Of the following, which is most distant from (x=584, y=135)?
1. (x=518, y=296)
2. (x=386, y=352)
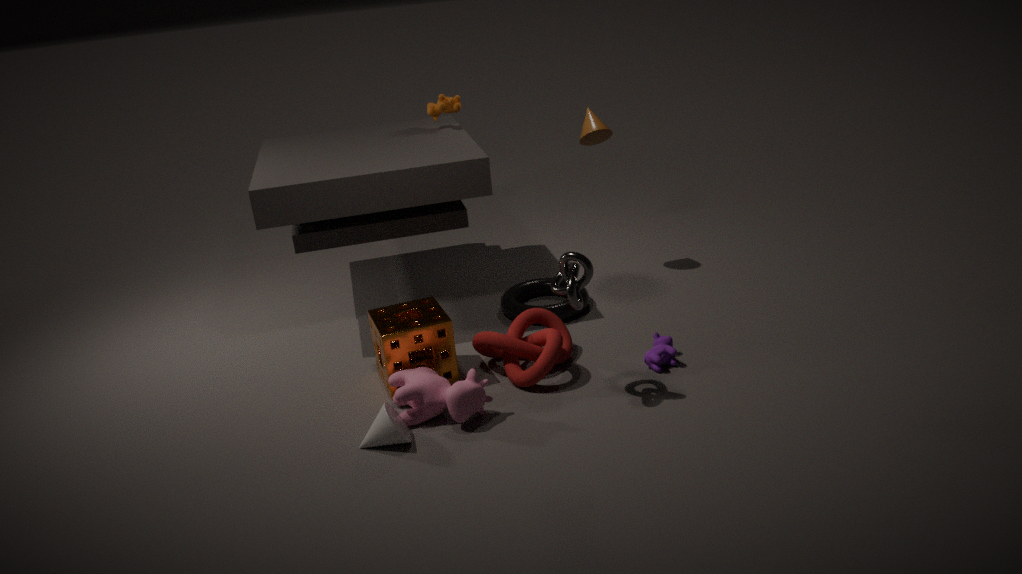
(x=386, y=352)
